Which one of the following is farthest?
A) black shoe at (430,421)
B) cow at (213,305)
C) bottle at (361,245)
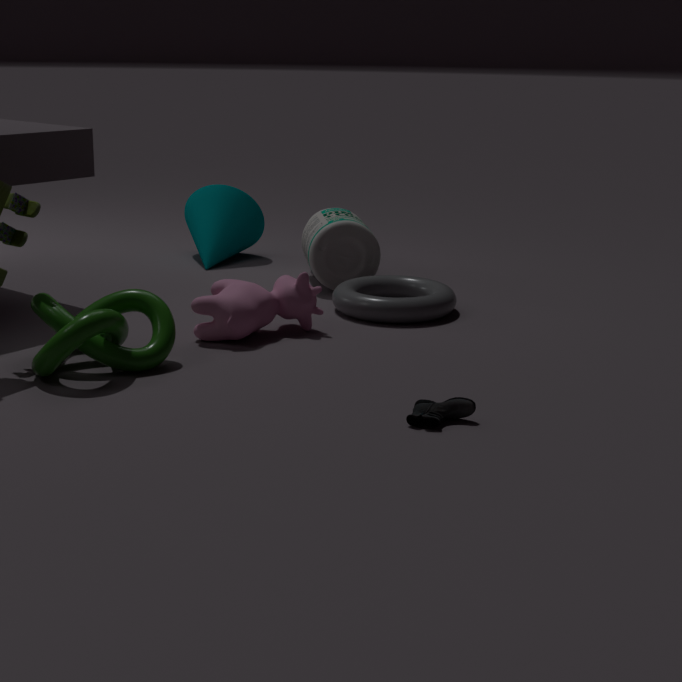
bottle at (361,245)
